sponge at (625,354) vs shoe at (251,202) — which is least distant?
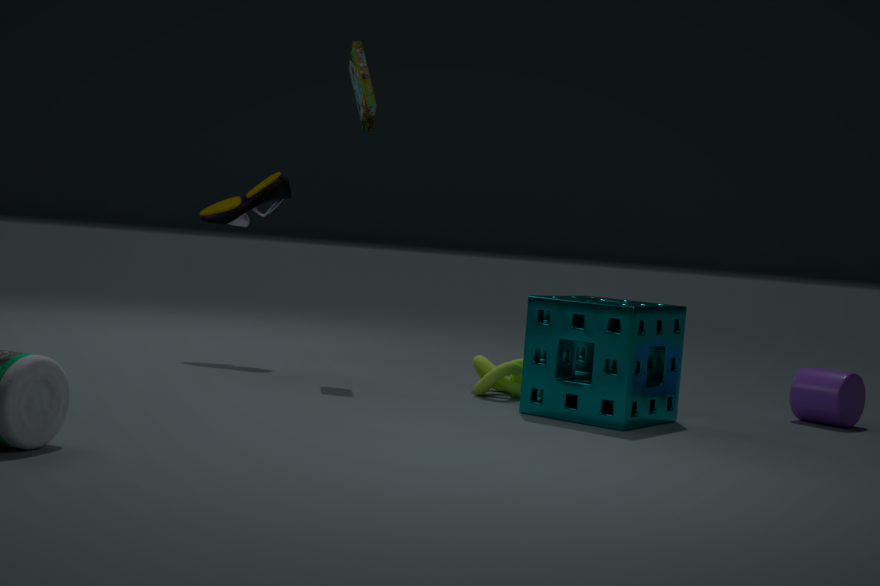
sponge at (625,354)
